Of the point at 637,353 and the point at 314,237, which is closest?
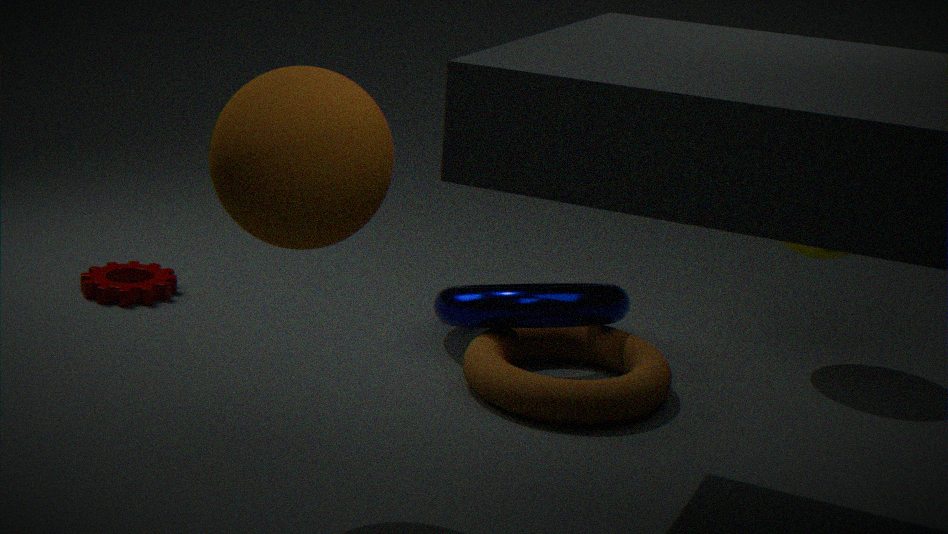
the point at 314,237
